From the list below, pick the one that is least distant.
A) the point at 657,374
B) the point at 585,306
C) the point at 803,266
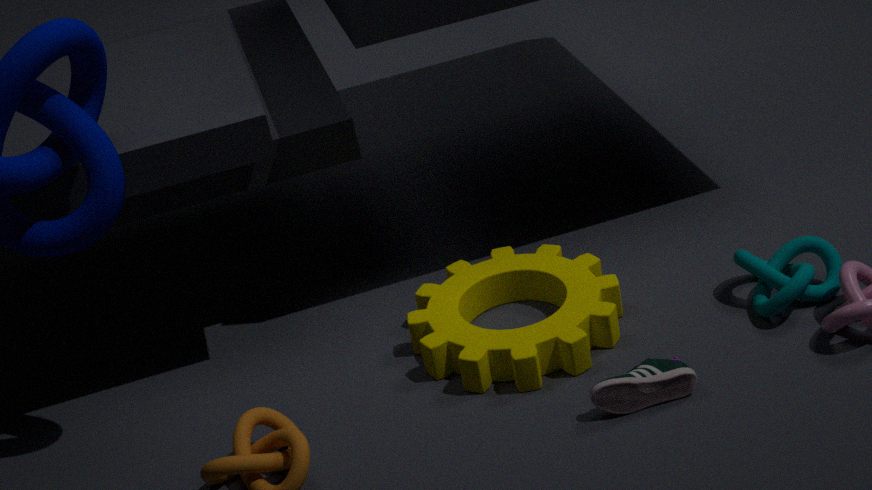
the point at 657,374
